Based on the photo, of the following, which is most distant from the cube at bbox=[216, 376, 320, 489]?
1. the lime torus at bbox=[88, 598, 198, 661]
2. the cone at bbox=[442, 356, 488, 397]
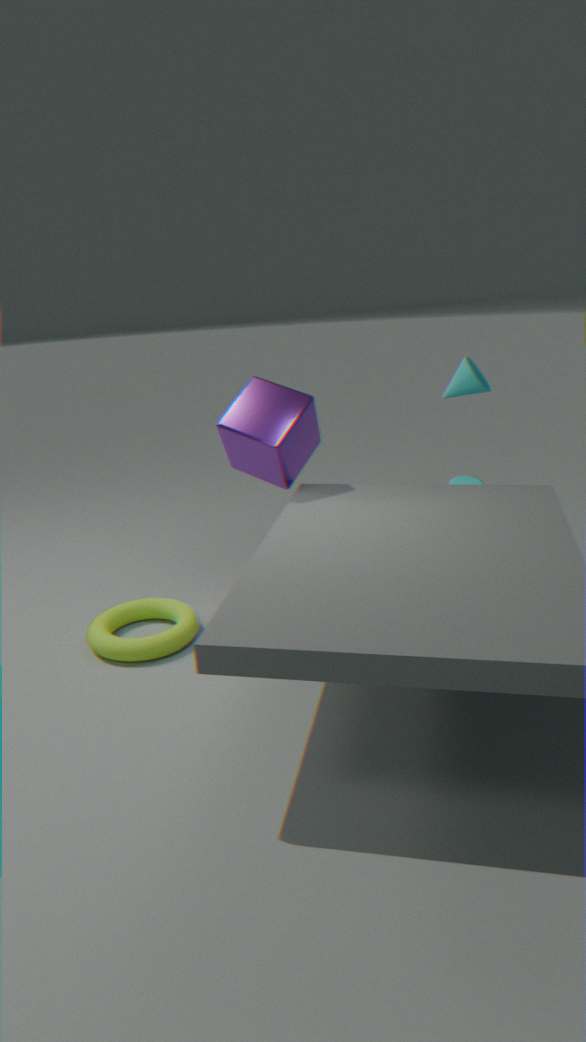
the lime torus at bbox=[88, 598, 198, 661]
